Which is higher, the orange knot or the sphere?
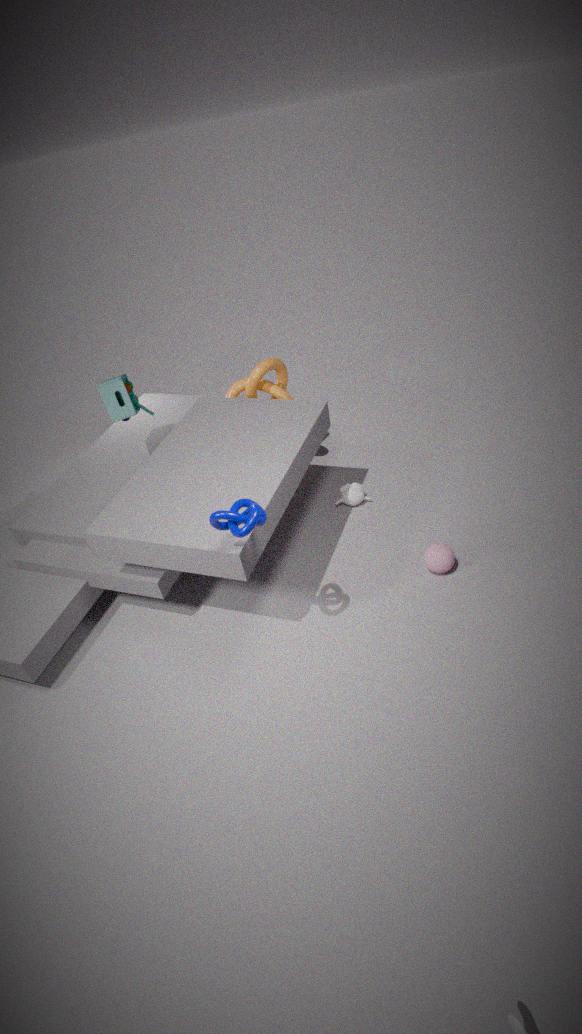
the orange knot
